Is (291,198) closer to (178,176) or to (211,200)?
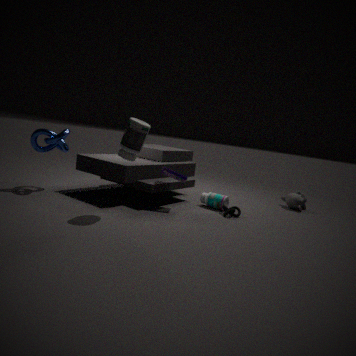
(211,200)
